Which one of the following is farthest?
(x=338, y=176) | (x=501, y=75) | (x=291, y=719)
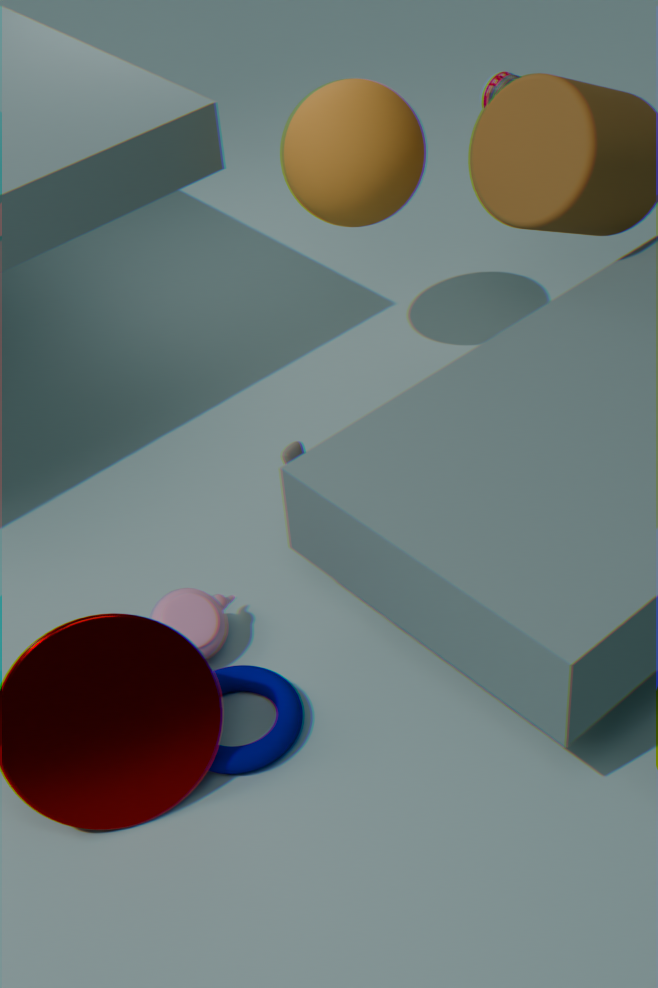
(x=501, y=75)
